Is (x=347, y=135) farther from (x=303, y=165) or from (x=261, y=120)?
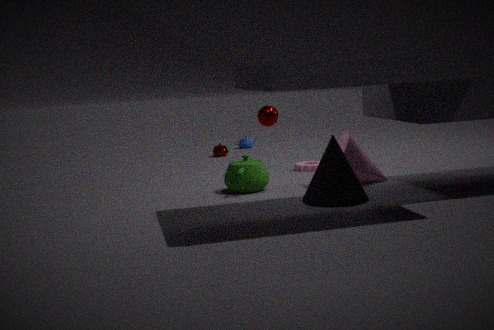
(x=261, y=120)
